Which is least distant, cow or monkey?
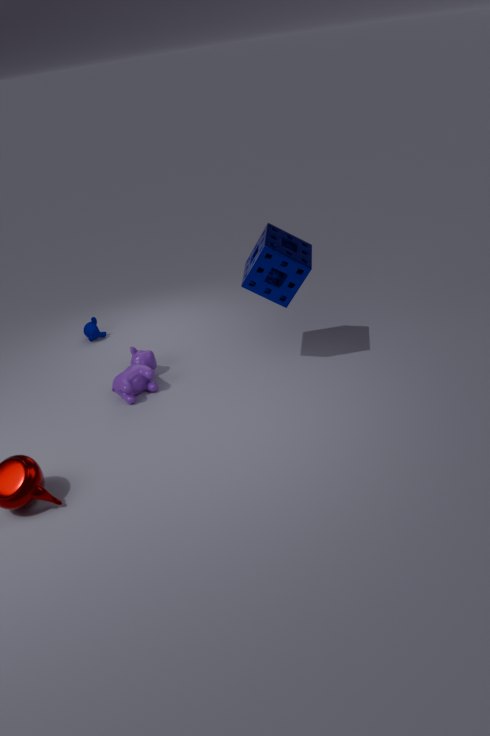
cow
